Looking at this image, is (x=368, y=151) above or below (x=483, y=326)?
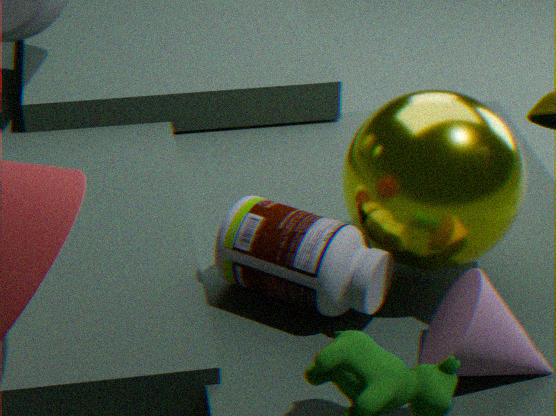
above
